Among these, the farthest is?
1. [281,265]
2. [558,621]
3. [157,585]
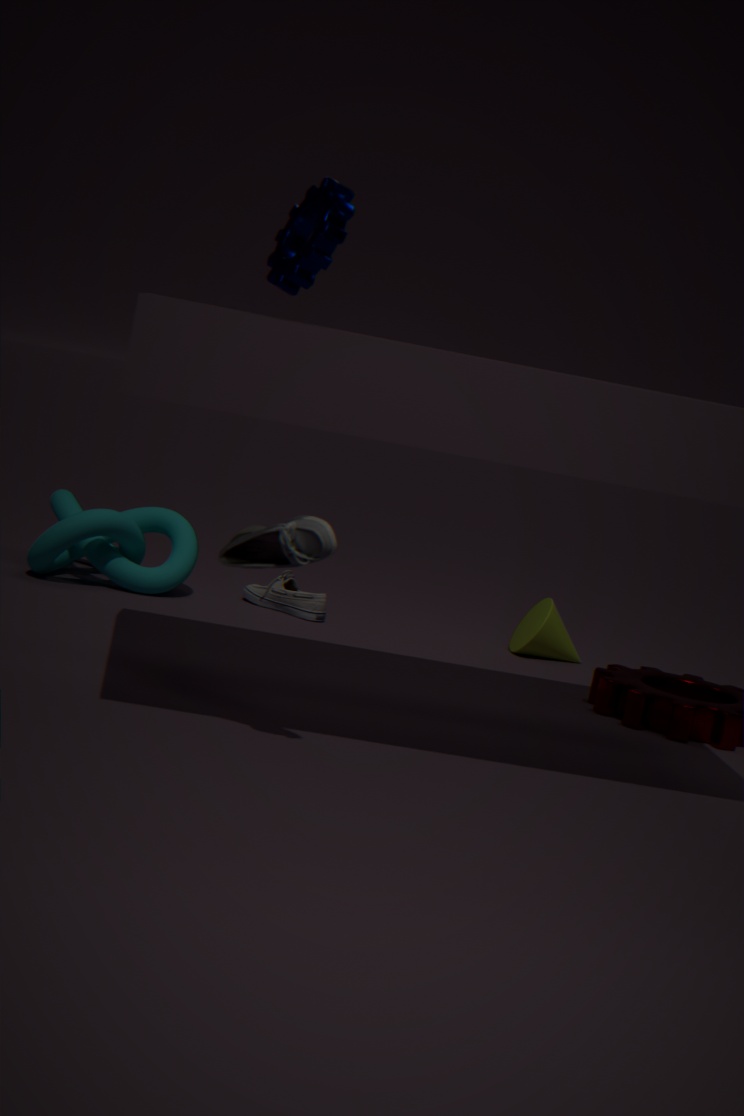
[558,621]
